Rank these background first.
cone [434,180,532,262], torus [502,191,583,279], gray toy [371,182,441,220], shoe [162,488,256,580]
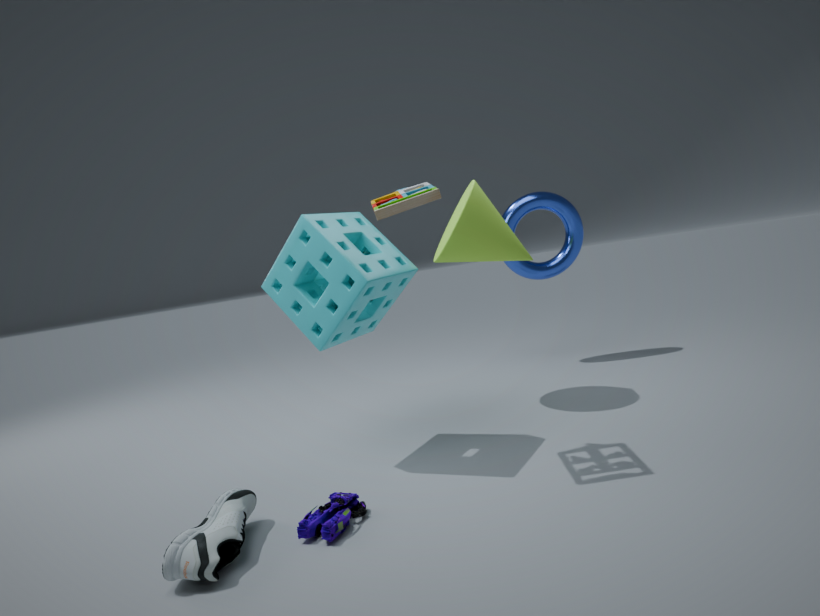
torus [502,191,583,279], cone [434,180,532,262], gray toy [371,182,441,220], shoe [162,488,256,580]
